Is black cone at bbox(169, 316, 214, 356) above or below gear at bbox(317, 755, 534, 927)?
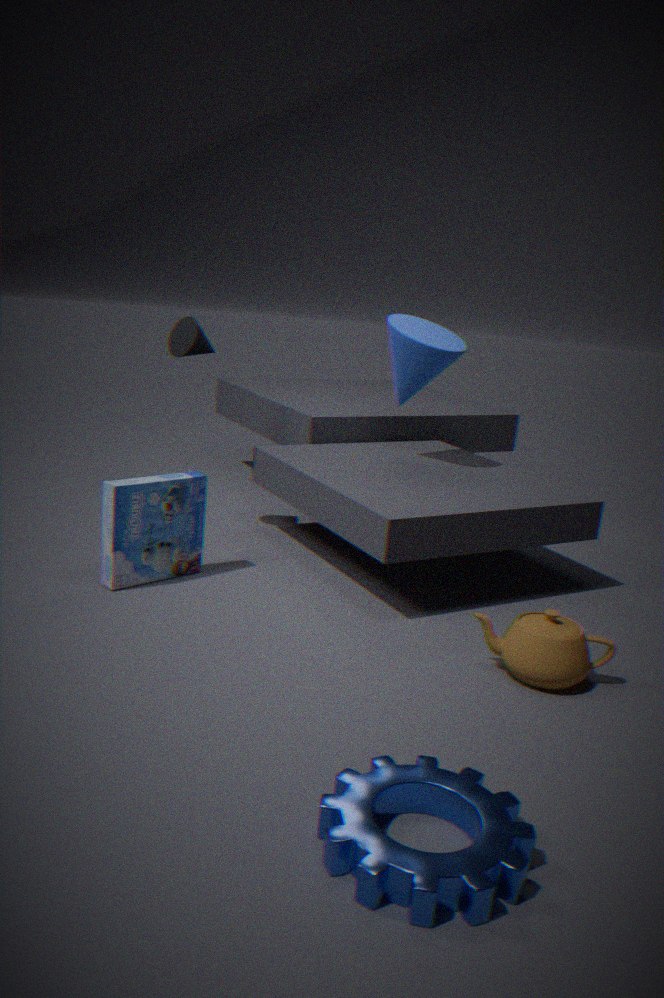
above
